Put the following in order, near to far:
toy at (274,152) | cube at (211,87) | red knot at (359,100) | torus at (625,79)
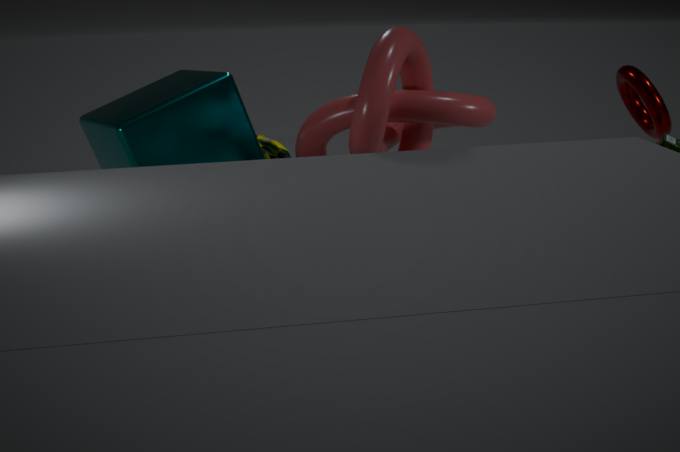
red knot at (359,100) < cube at (211,87) < toy at (274,152) < torus at (625,79)
